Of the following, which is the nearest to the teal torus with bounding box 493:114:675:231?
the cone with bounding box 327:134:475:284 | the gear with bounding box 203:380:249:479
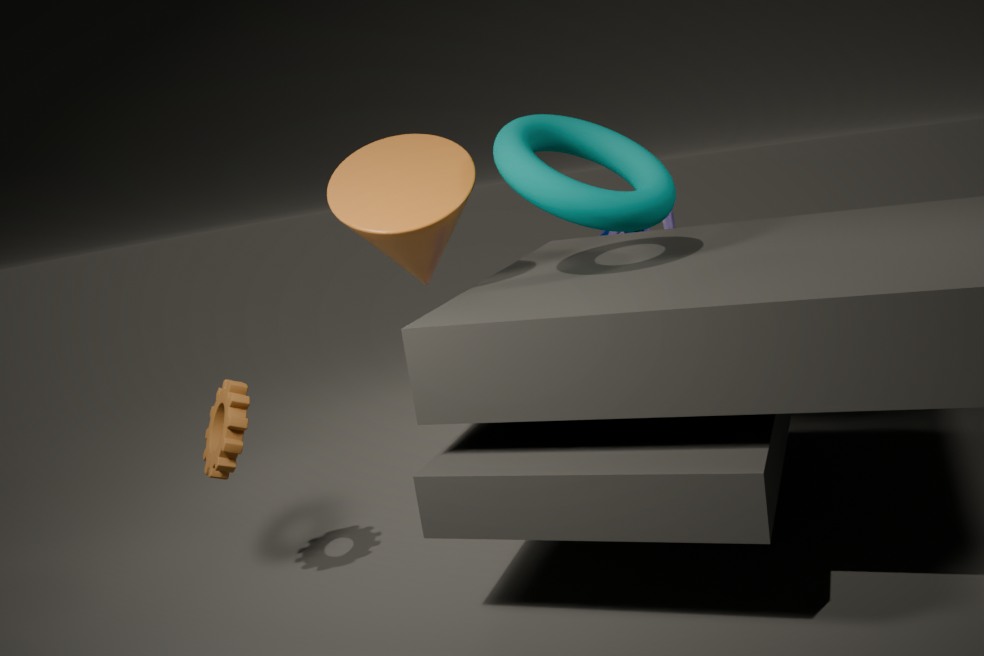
the cone with bounding box 327:134:475:284
